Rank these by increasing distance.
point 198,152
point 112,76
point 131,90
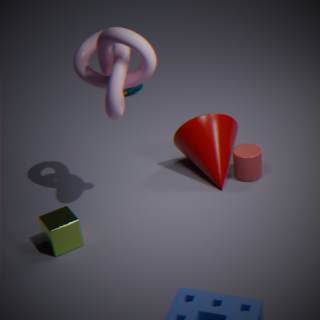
point 112,76, point 198,152, point 131,90
